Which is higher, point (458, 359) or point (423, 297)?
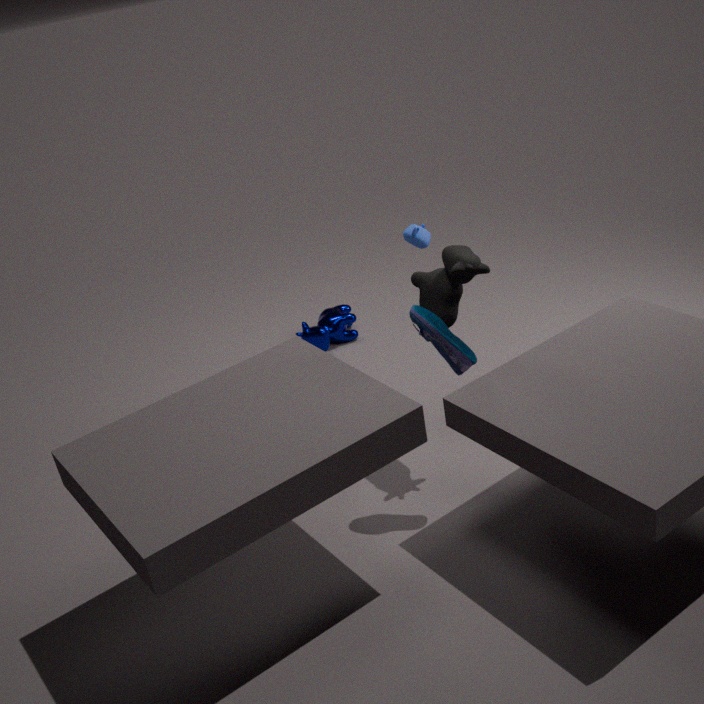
point (423, 297)
